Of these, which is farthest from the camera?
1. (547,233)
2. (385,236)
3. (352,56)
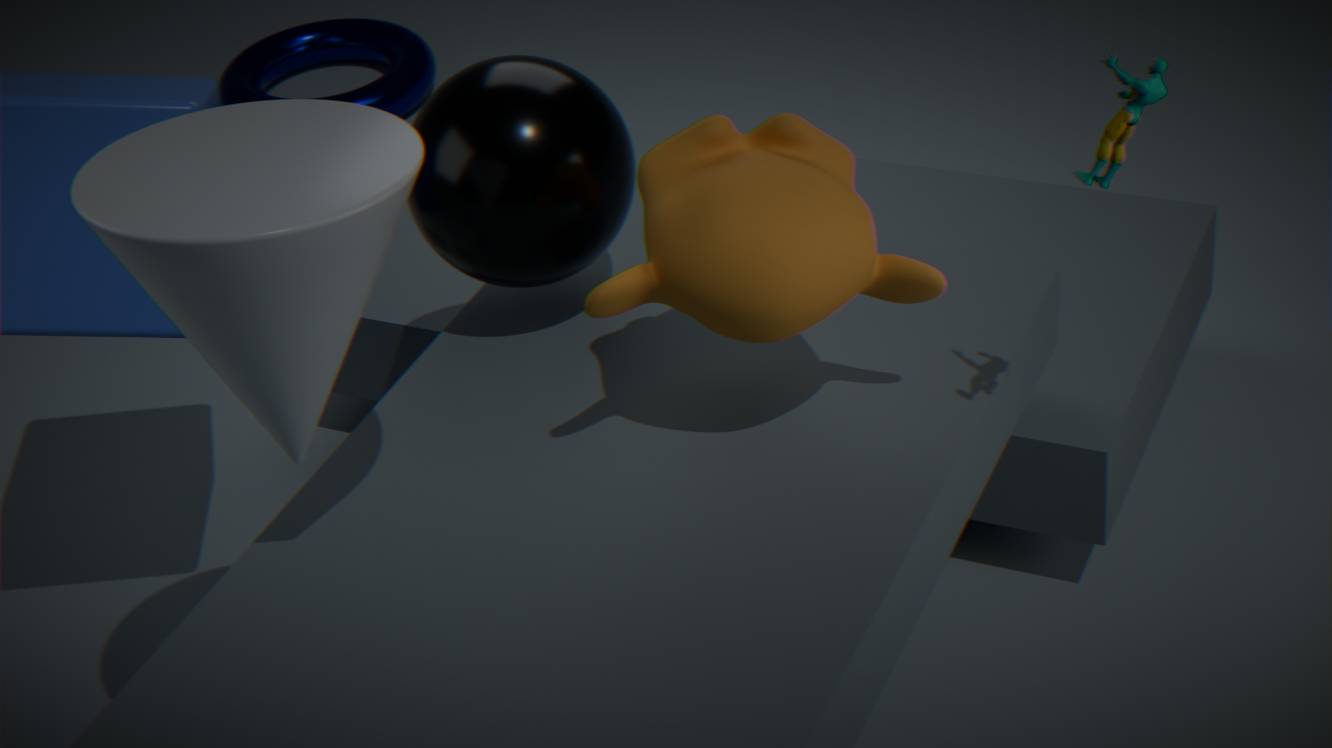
(352,56)
